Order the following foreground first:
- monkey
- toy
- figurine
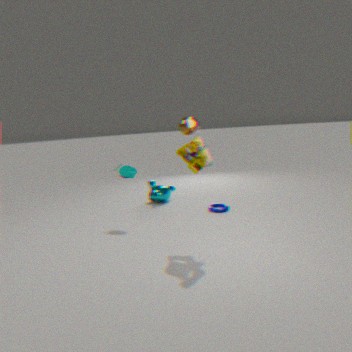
A: figurine
toy
monkey
